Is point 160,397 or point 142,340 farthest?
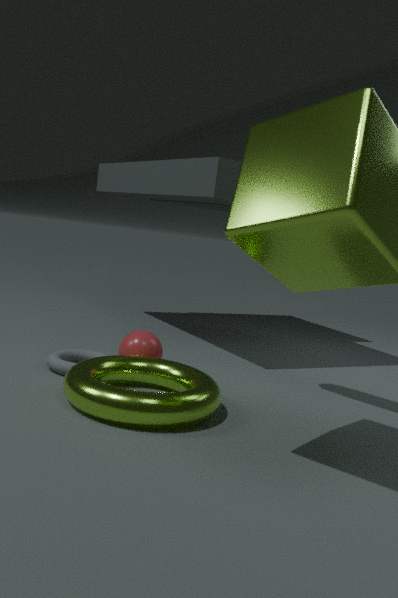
point 142,340
